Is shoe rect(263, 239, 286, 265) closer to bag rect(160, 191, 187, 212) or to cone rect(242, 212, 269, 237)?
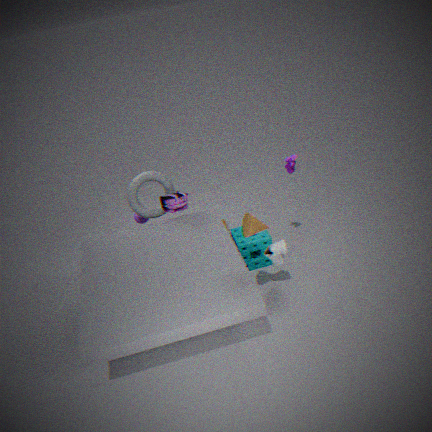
cone rect(242, 212, 269, 237)
